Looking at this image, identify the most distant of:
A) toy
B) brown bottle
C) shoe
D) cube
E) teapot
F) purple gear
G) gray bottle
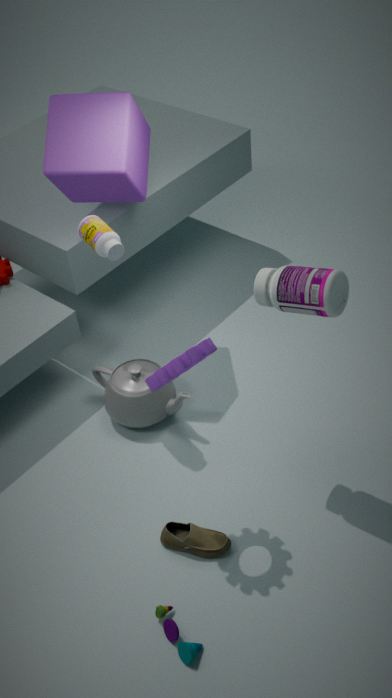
teapot
